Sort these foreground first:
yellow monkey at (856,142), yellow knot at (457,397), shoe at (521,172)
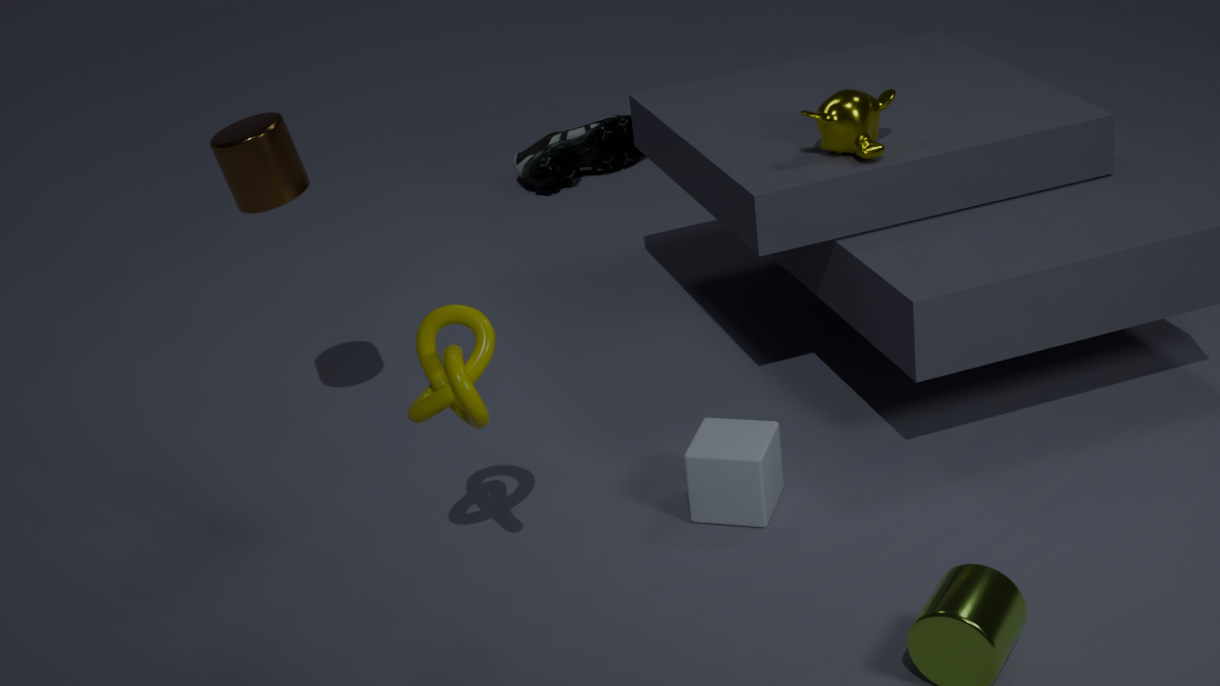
yellow knot at (457,397), yellow monkey at (856,142), shoe at (521,172)
